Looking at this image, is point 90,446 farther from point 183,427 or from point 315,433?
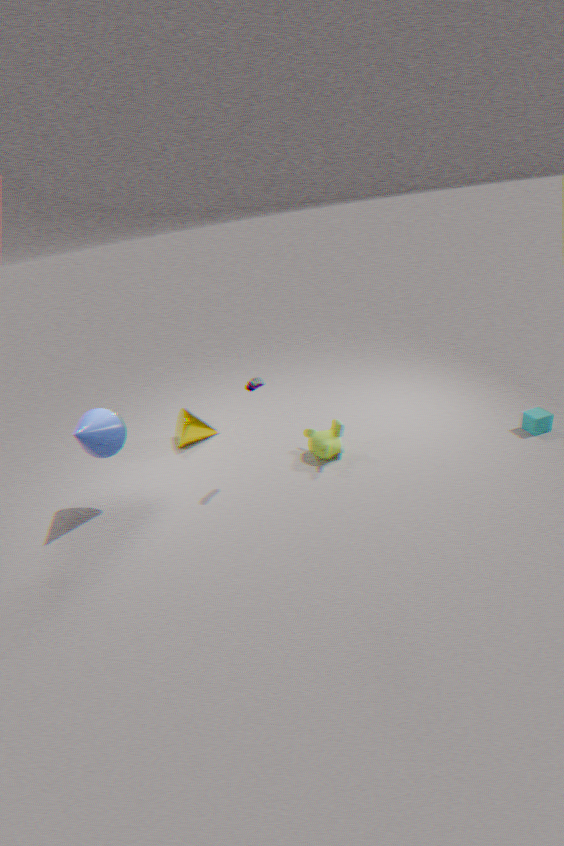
point 315,433
